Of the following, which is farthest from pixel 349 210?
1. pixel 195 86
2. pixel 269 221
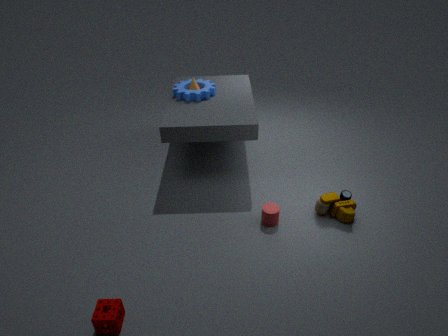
pixel 195 86
